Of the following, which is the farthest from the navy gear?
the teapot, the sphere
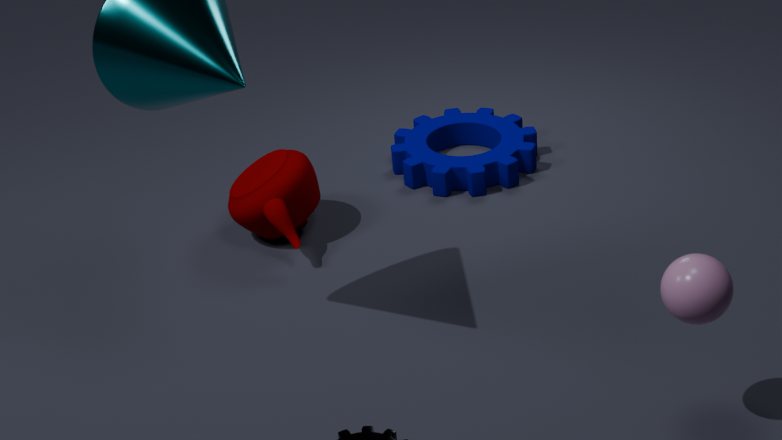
the sphere
